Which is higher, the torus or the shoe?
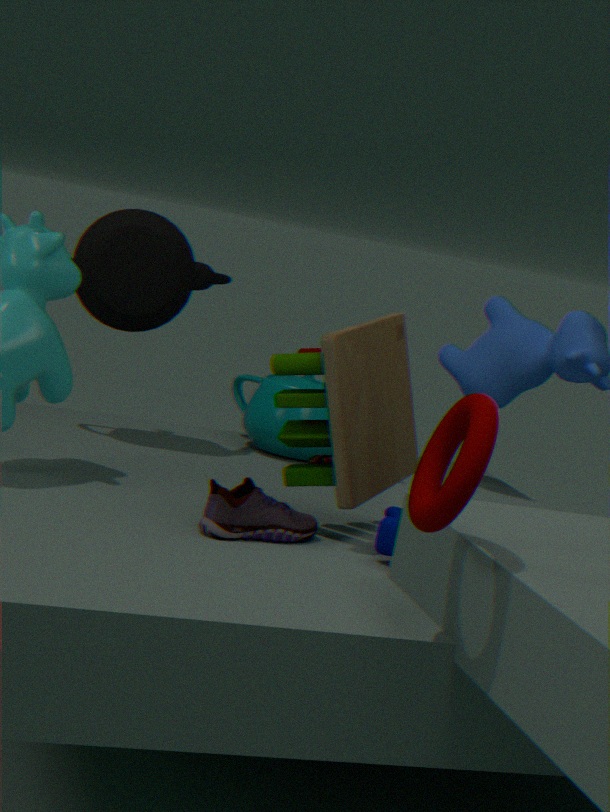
the torus
